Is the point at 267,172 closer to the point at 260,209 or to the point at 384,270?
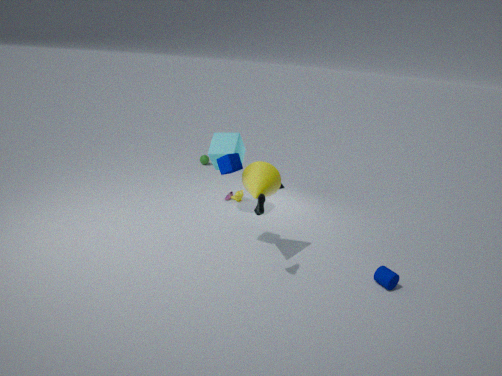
the point at 260,209
